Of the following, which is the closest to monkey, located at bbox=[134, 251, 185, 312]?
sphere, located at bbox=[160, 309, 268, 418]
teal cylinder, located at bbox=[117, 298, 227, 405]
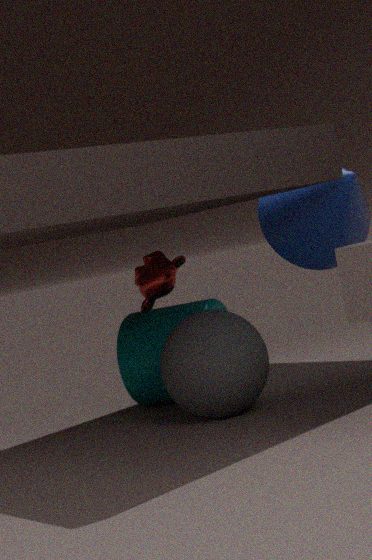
teal cylinder, located at bbox=[117, 298, 227, 405]
